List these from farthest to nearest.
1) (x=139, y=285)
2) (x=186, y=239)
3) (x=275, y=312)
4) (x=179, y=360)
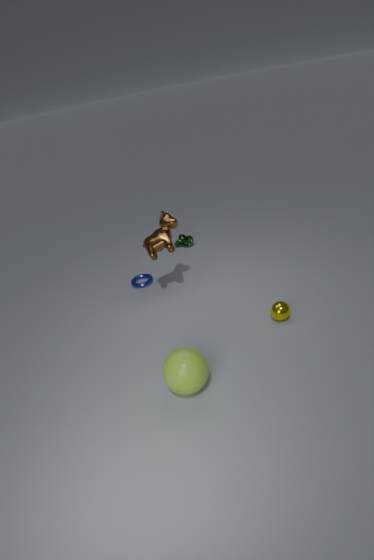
2. (x=186, y=239), 1. (x=139, y=285), 3. (x=275, y=312), 4. (x=179, y=360)
